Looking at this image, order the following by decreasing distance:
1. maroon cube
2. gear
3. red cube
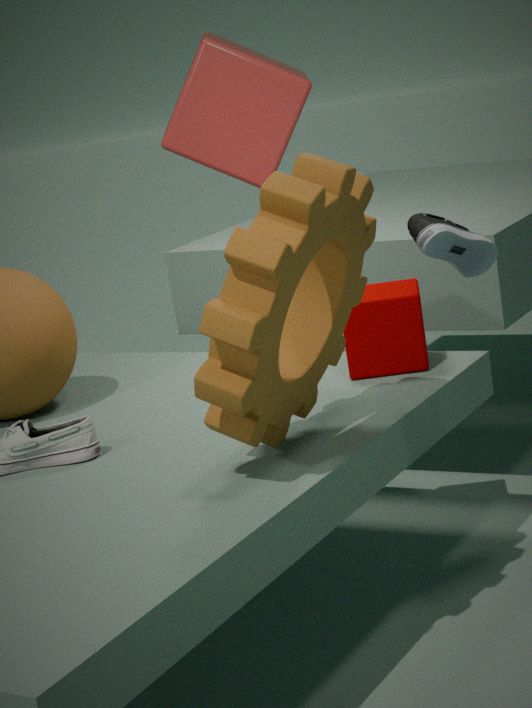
1. red cube
2. maroon cube
3. gear
